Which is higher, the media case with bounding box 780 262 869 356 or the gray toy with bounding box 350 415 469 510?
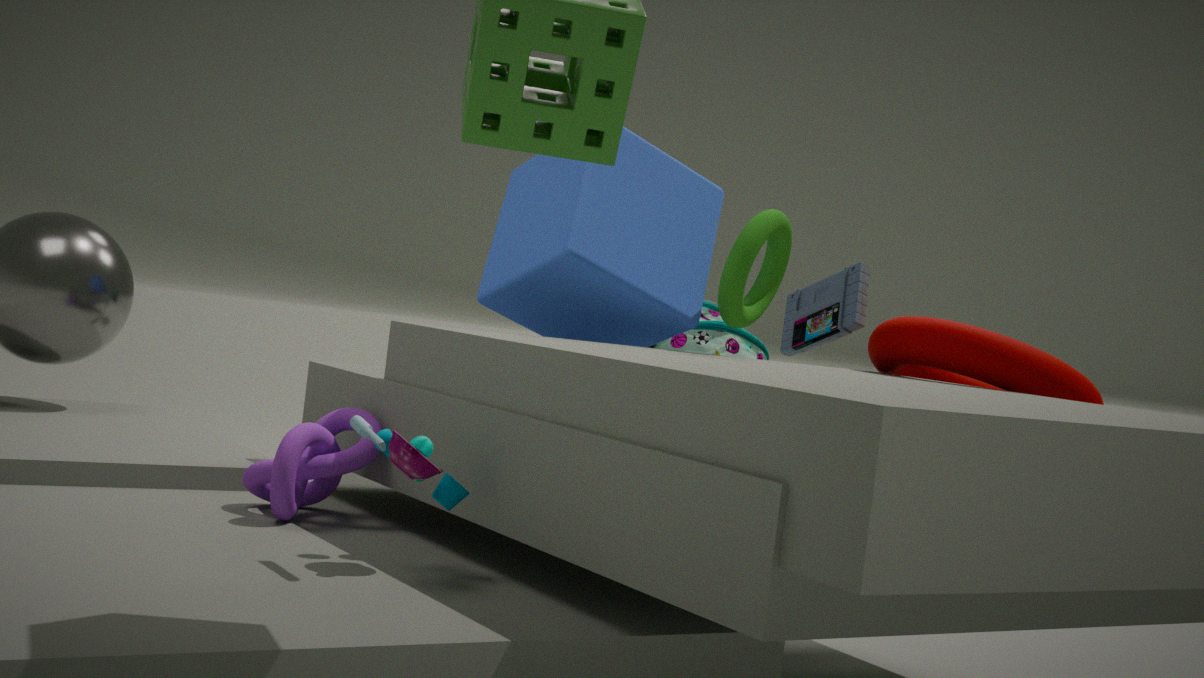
the media case with bounding box 780 262 869 356
